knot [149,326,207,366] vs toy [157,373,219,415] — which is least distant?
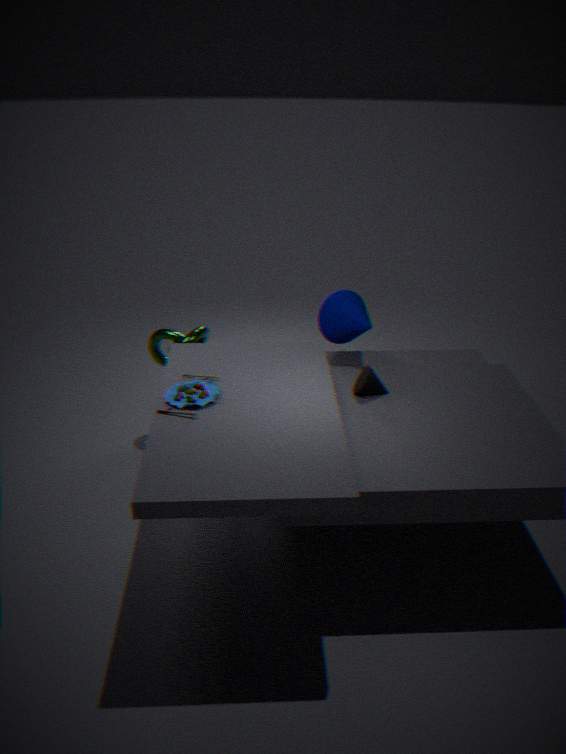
toy [157,373,219,415]
